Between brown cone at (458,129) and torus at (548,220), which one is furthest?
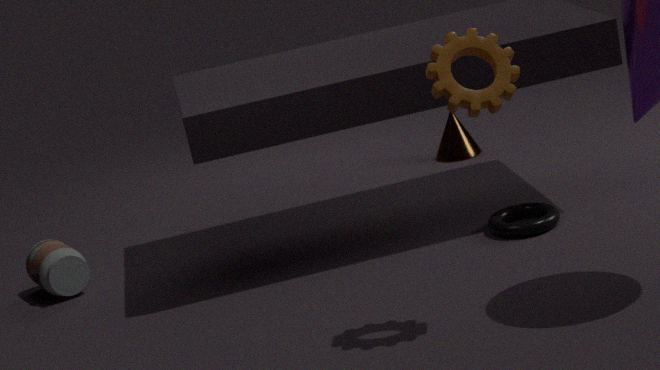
brown cone at (458,129)
